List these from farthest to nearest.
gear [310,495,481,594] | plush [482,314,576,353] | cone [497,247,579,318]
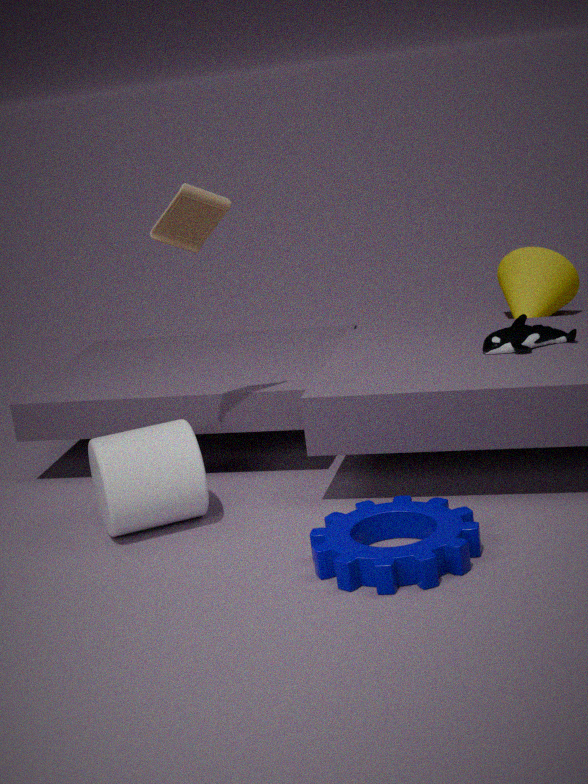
cone [497,247,579,318] → plush [482,314,576,353] → gear [310,495,481,594]
